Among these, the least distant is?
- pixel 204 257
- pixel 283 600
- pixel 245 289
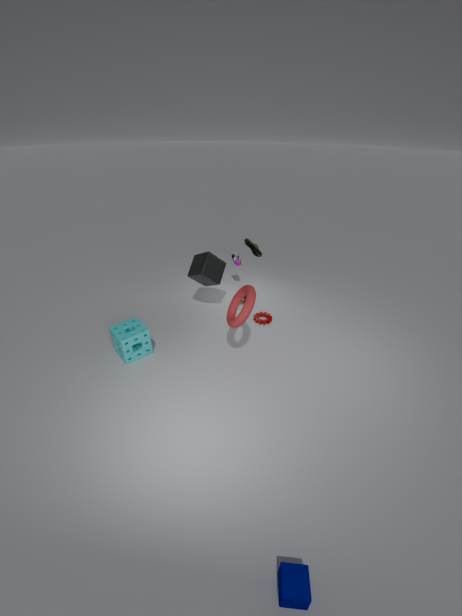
pixel 283 600
